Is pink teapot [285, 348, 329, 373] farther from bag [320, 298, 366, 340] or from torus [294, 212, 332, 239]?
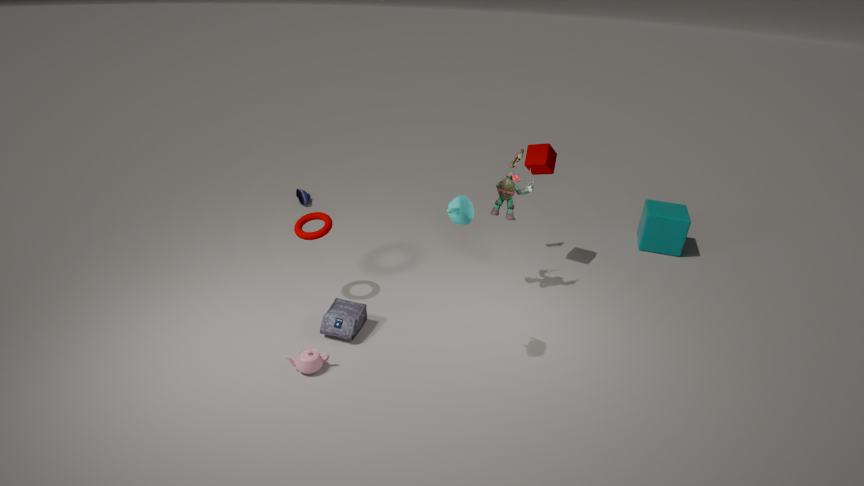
torus [294, 212, 332, 239]
